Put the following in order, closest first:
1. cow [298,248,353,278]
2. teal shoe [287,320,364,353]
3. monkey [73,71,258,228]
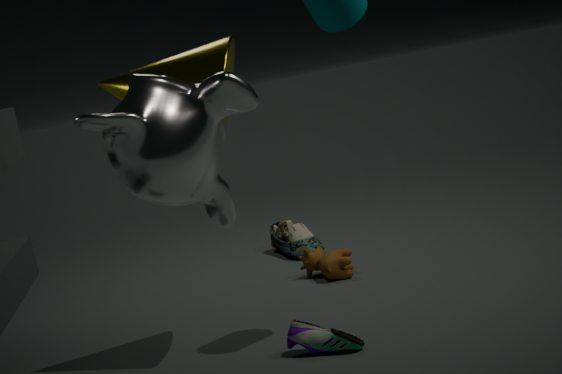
monkey [73,71,258,228] → teal shoe [287,320,364,353] → cow [298,248,353,278]
